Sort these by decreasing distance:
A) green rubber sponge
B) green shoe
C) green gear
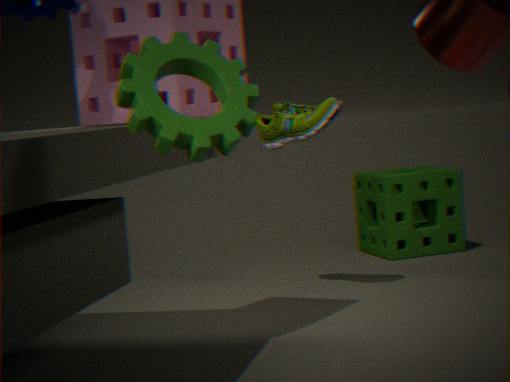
green rubber sponge < green shoe < green gear
